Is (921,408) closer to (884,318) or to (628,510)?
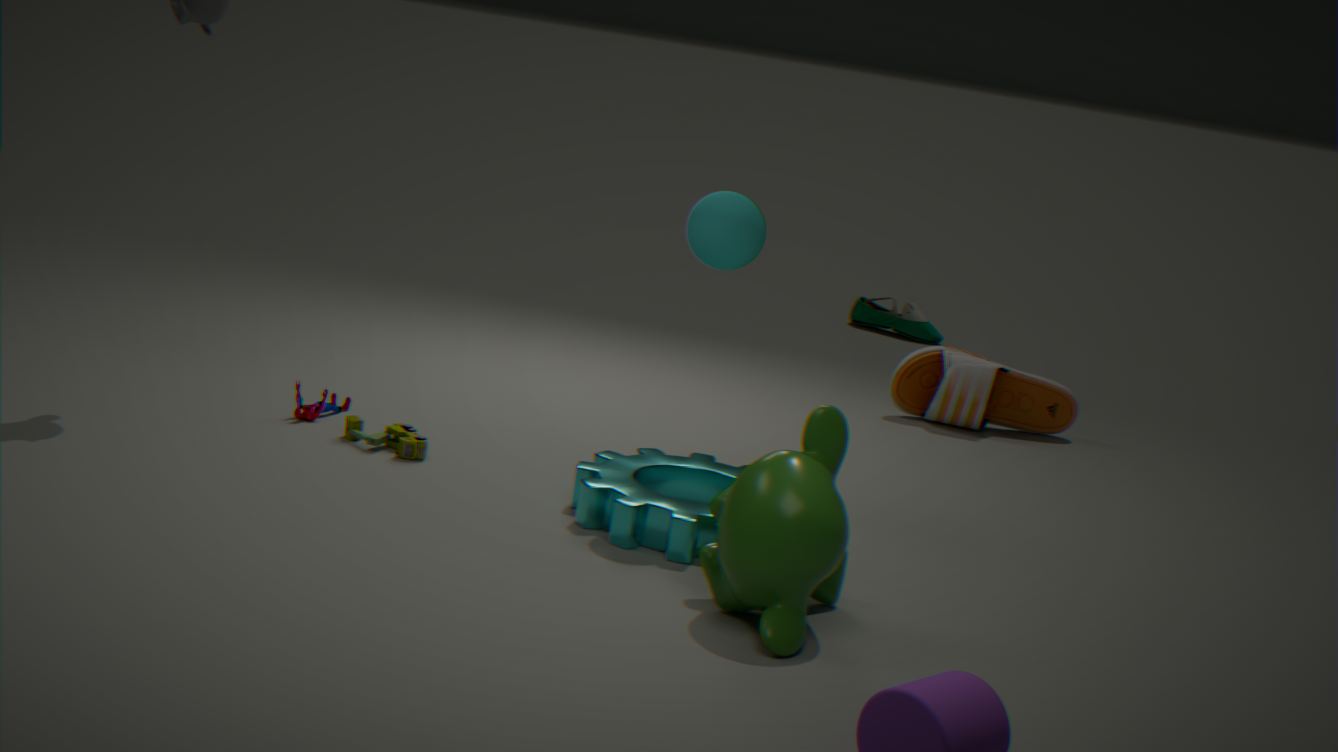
(884,318)
